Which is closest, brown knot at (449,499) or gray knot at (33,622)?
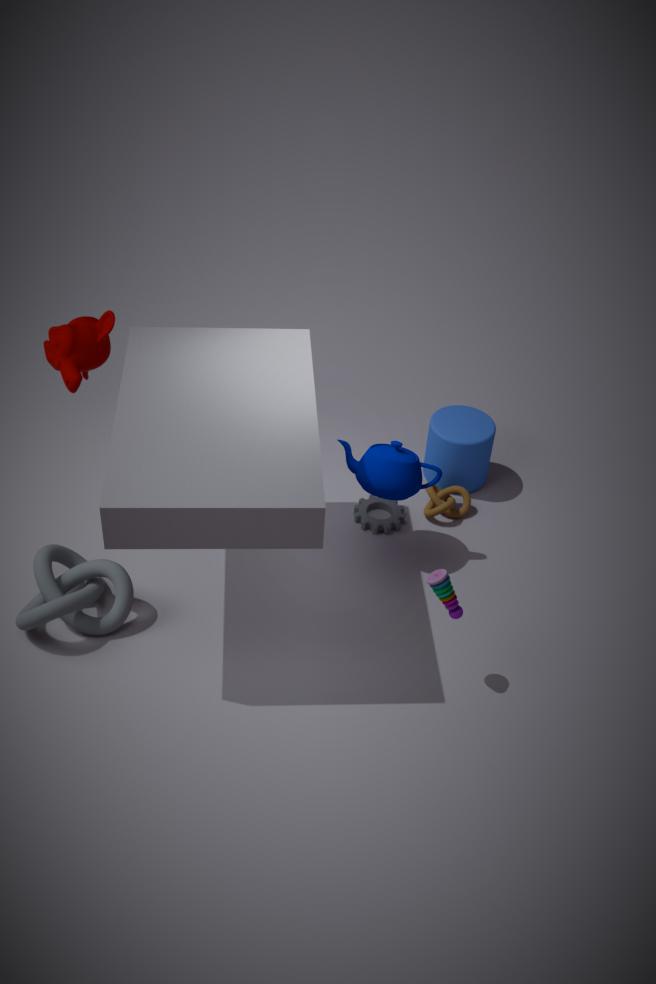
gray knot at (33,622)
